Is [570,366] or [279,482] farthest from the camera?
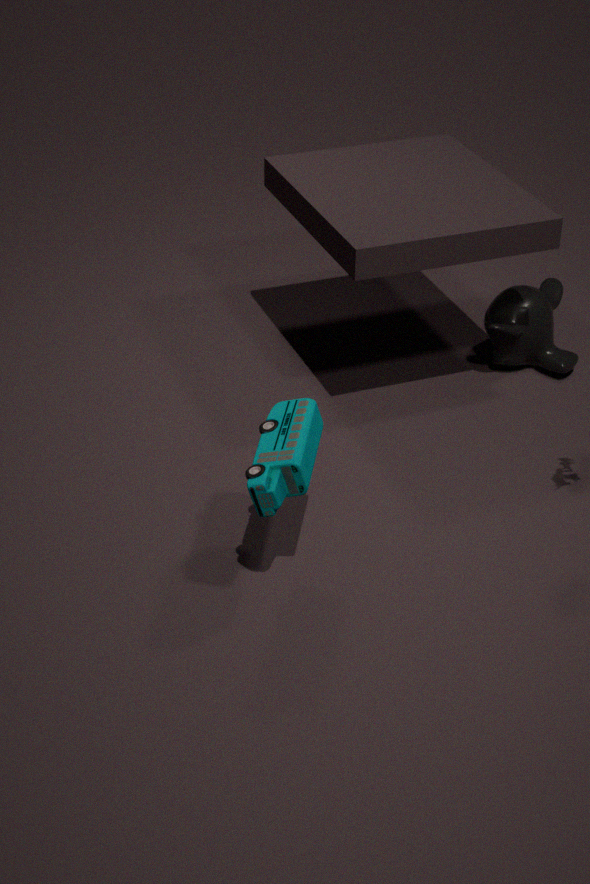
[570,366]
